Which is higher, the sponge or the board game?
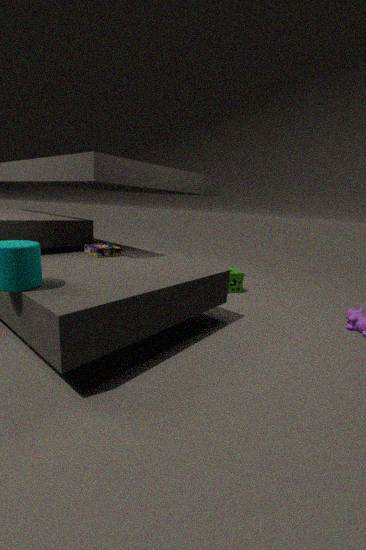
the board game
